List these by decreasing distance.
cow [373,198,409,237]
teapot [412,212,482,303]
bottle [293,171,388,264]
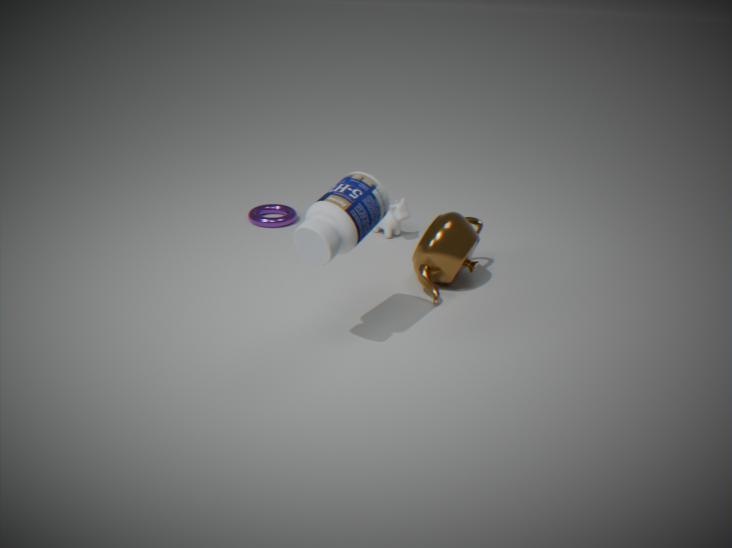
cow [373,198,409,237] < teapot [412,212,482,303] < bottle [293,171,388,264]
